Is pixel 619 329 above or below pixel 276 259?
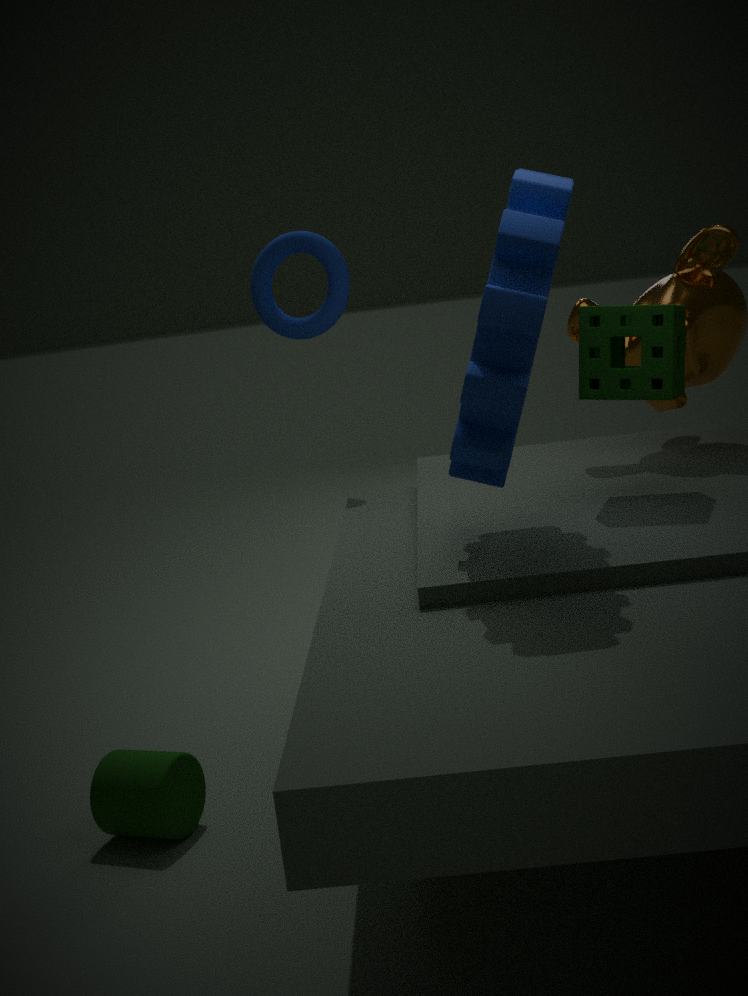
below
